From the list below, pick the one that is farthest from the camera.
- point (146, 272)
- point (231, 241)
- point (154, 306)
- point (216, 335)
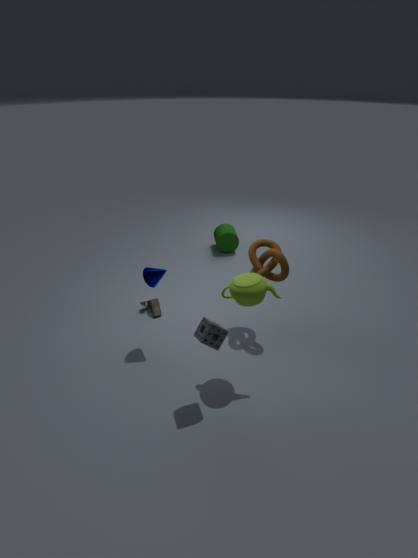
point (231, 241)
